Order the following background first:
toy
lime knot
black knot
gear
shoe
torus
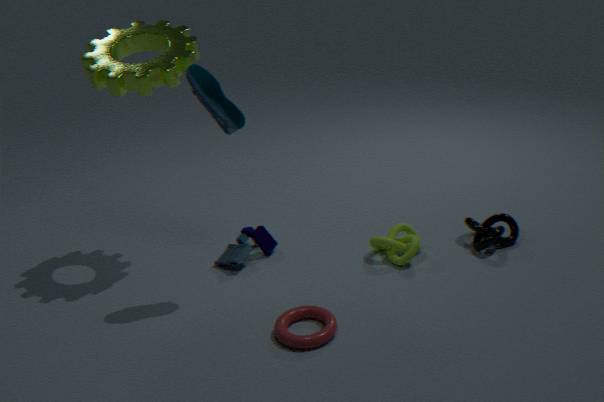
1. toy
2. black knot
3. lime knot
4. gear
5. shoe
6. torus
